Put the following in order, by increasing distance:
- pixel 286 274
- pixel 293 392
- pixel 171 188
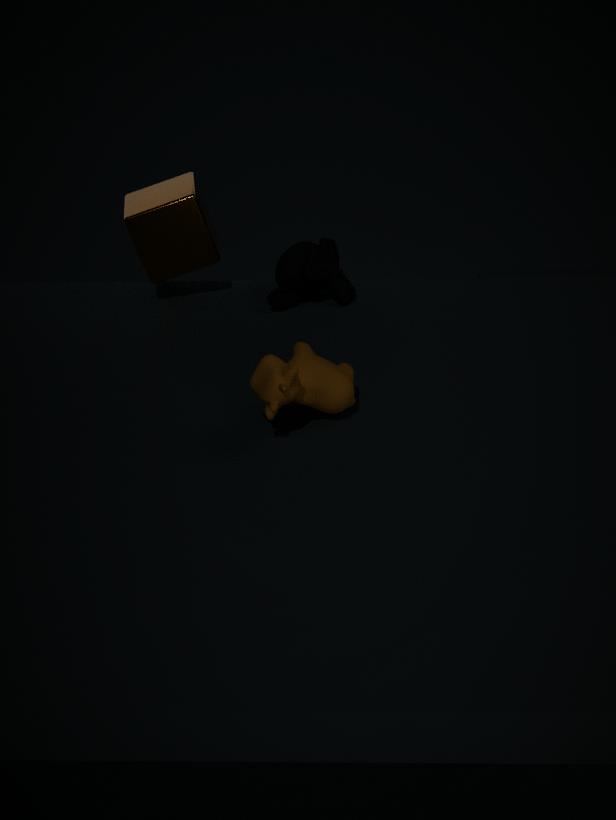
1. pixel 293 392
2. pixel 286 274
3. pixel 171 188
